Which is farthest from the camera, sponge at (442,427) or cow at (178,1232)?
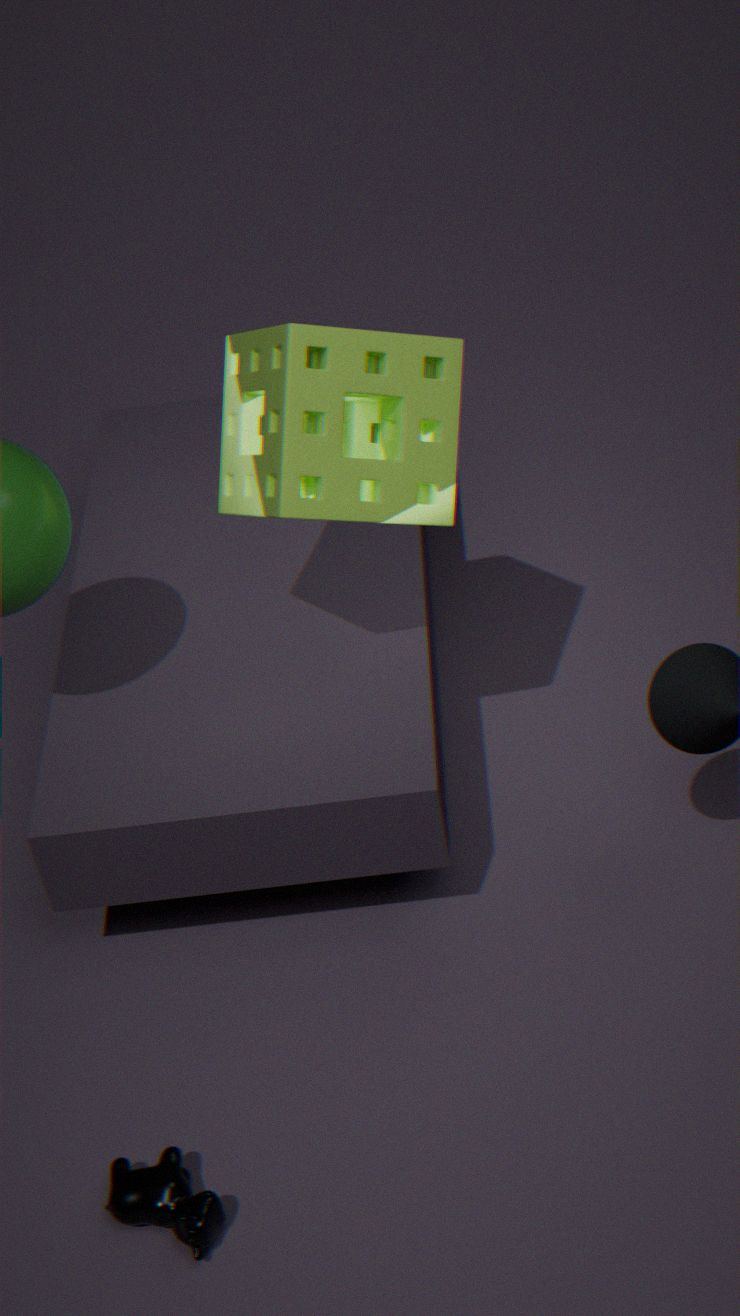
sponge at (442,427)
